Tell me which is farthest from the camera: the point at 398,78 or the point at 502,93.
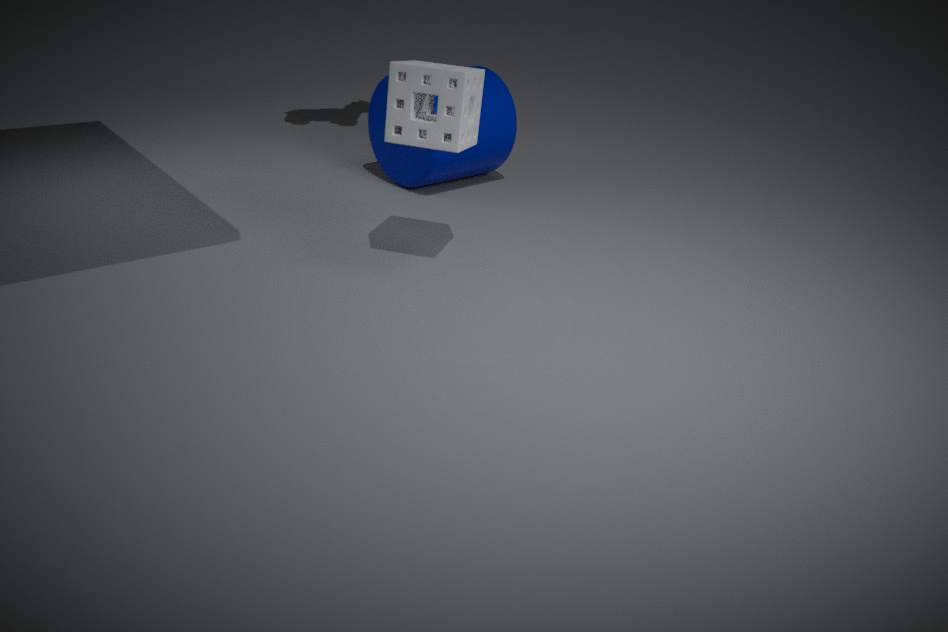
the point at 502,93
